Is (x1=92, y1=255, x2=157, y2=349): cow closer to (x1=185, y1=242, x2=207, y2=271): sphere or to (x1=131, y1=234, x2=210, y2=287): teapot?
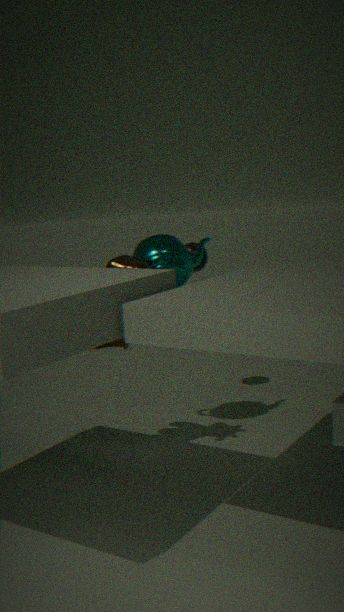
(x1=131, y1=234, x2=210, y2=287): teapot
